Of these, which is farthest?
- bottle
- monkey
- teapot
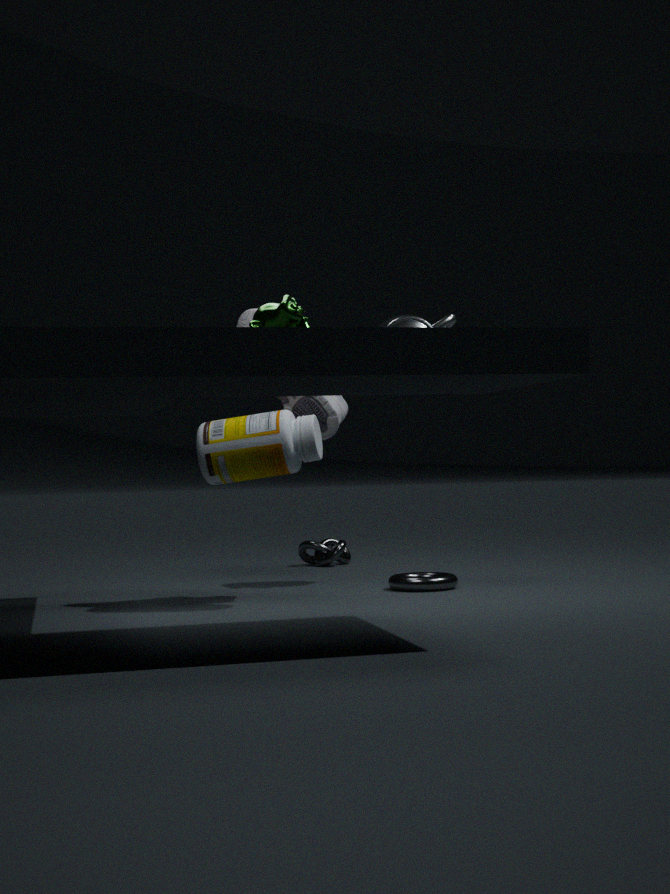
teapot
